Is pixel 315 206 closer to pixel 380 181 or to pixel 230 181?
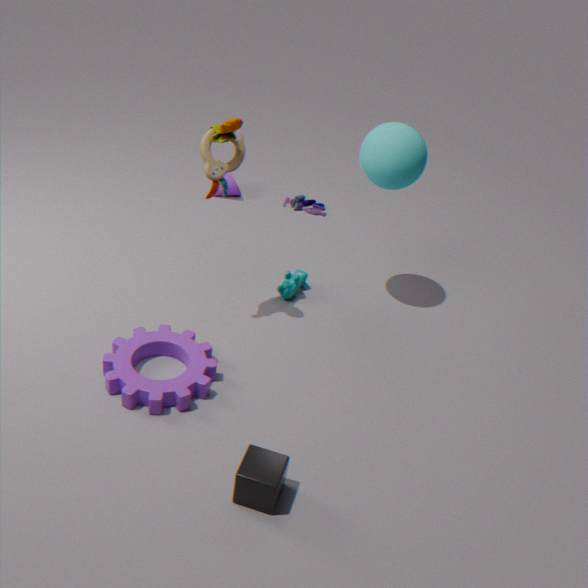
pixel 230 181
